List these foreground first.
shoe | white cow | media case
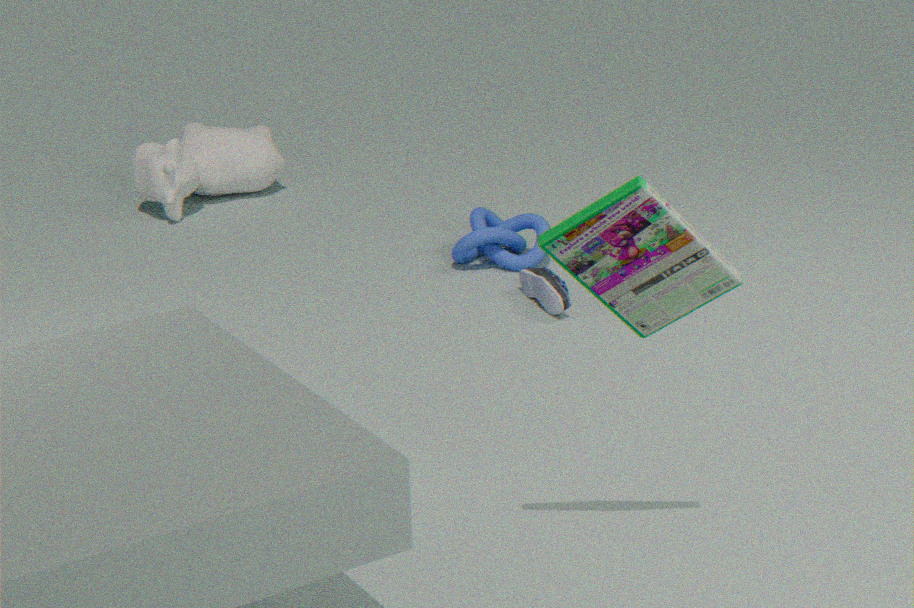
media case < shoe < white cow
